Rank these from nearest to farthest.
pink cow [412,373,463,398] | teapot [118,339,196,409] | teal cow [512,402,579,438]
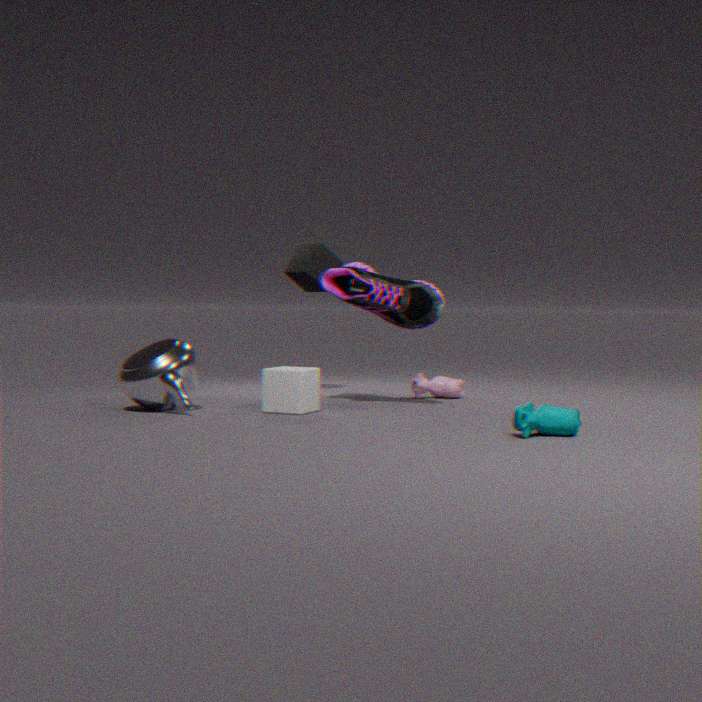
teal cow [512,402,579,438] < teapot [118,339,196,409] < pink cow [412,373,463,398]
